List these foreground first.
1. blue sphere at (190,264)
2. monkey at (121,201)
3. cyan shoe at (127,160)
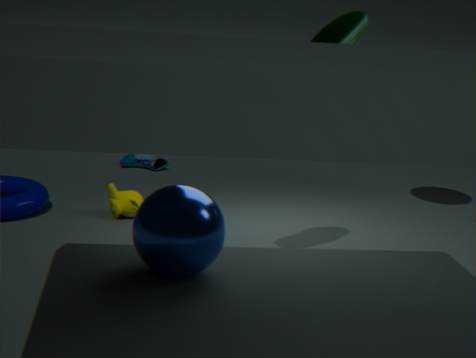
1. blue sphere at (190,264)
2. monkey at (121,201)
3. cyan shoe at (127,160)
